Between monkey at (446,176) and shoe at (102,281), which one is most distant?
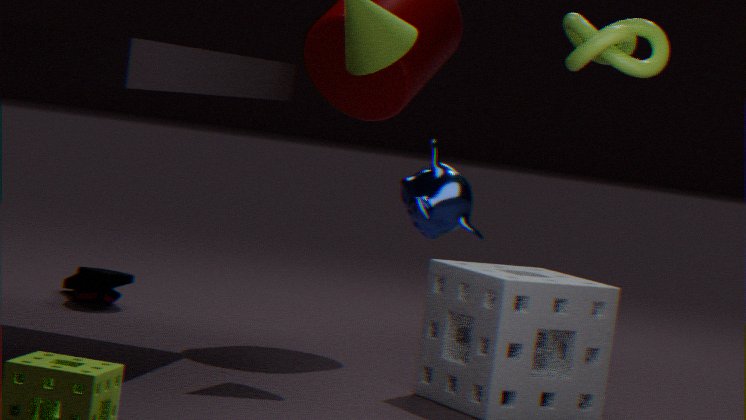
shoe at (102,281)
